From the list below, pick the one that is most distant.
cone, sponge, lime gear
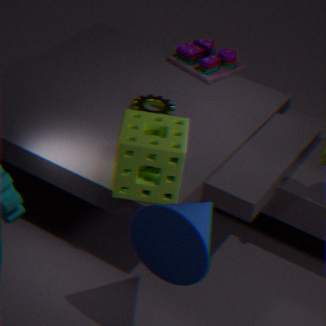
lime gear
